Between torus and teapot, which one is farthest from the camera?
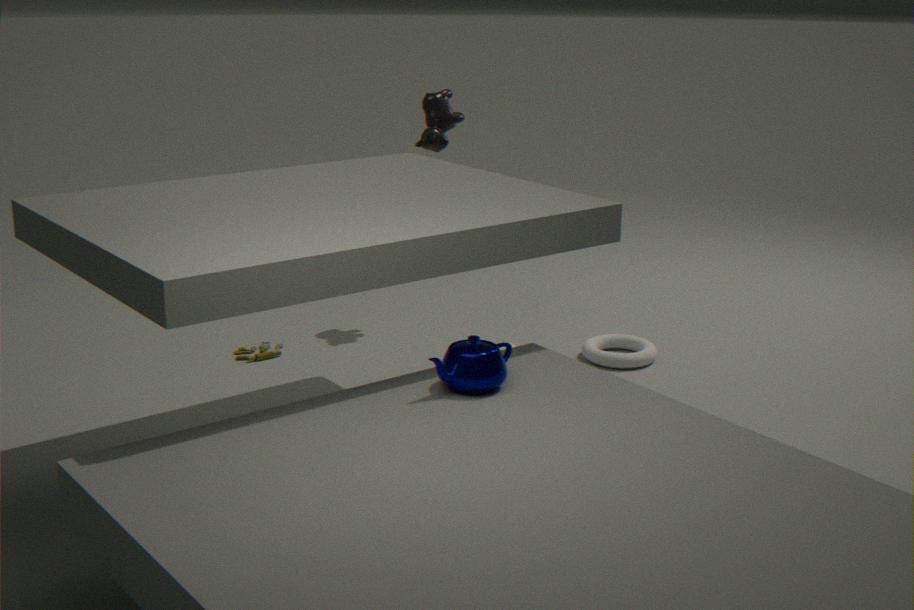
torus
